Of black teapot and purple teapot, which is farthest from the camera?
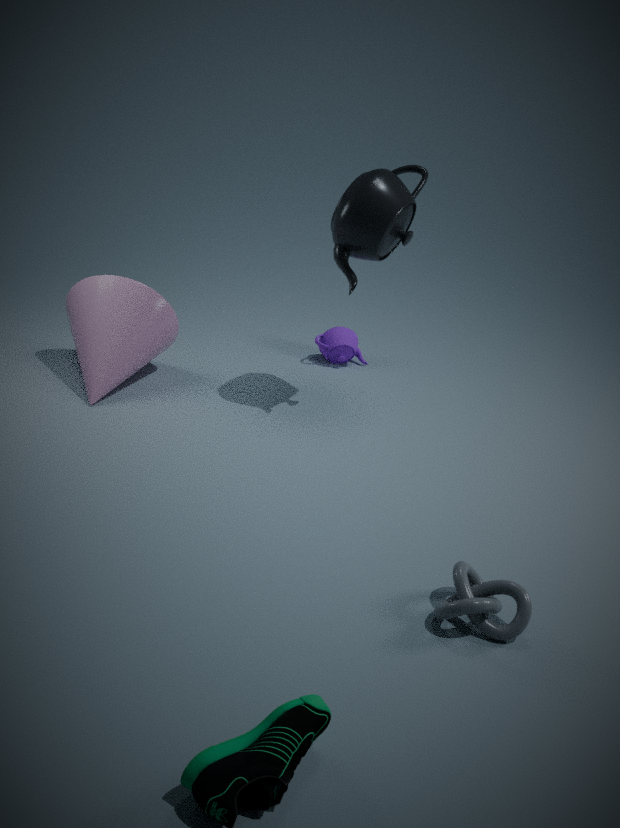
purple teapot
